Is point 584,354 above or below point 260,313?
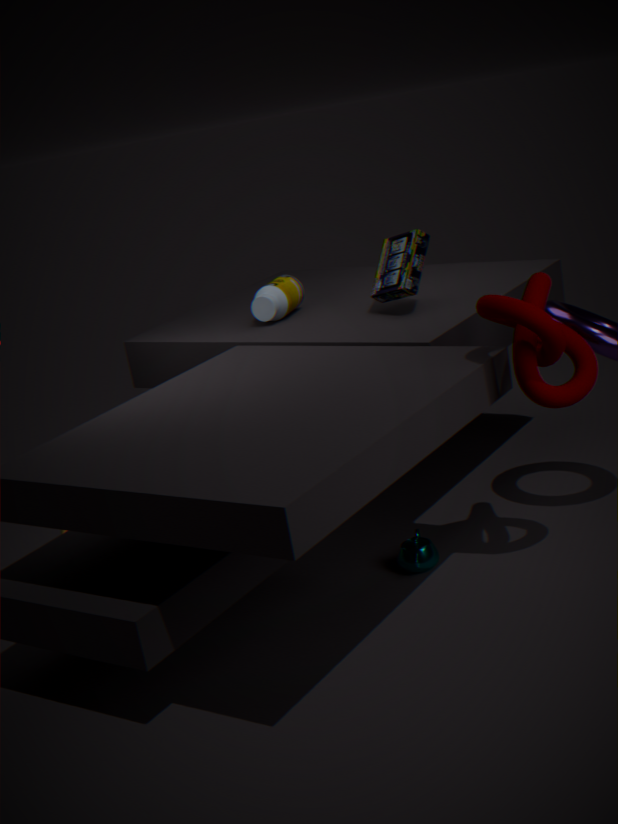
below
